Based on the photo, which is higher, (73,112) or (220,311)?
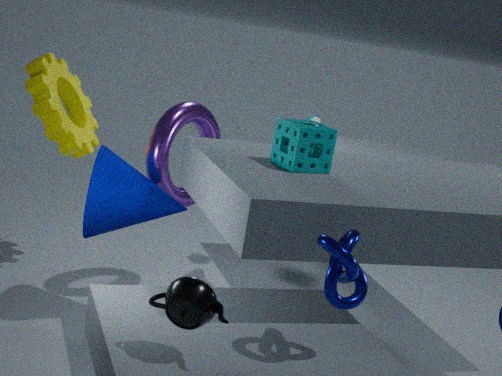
(73,112)
